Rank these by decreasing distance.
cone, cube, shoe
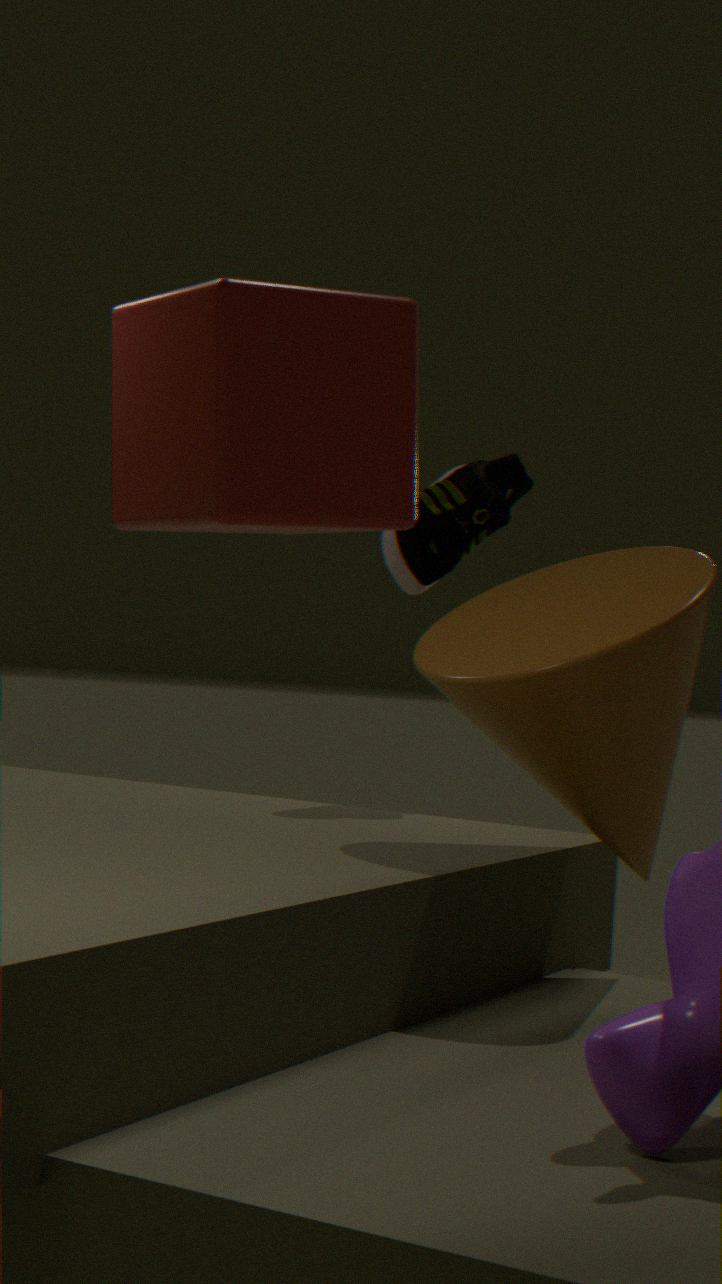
shoe < cone < cube
